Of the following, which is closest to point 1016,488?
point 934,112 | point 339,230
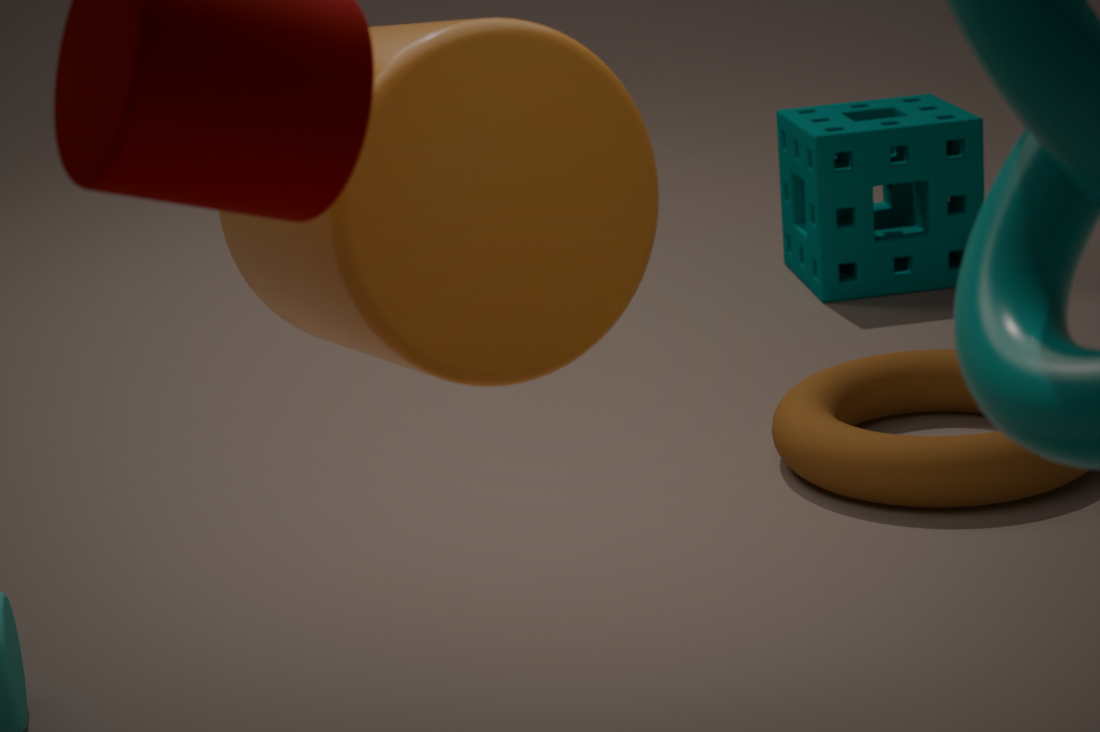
point 934,112
